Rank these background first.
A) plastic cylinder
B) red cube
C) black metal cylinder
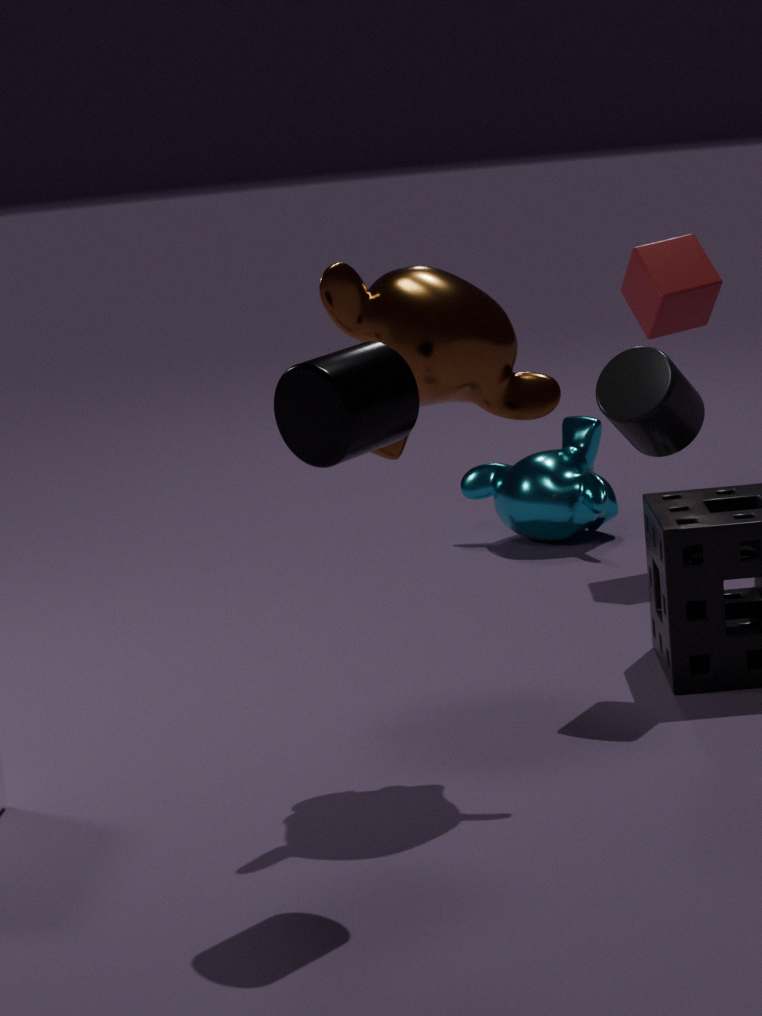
red cube, plastic cylinder, black metal cylinder
